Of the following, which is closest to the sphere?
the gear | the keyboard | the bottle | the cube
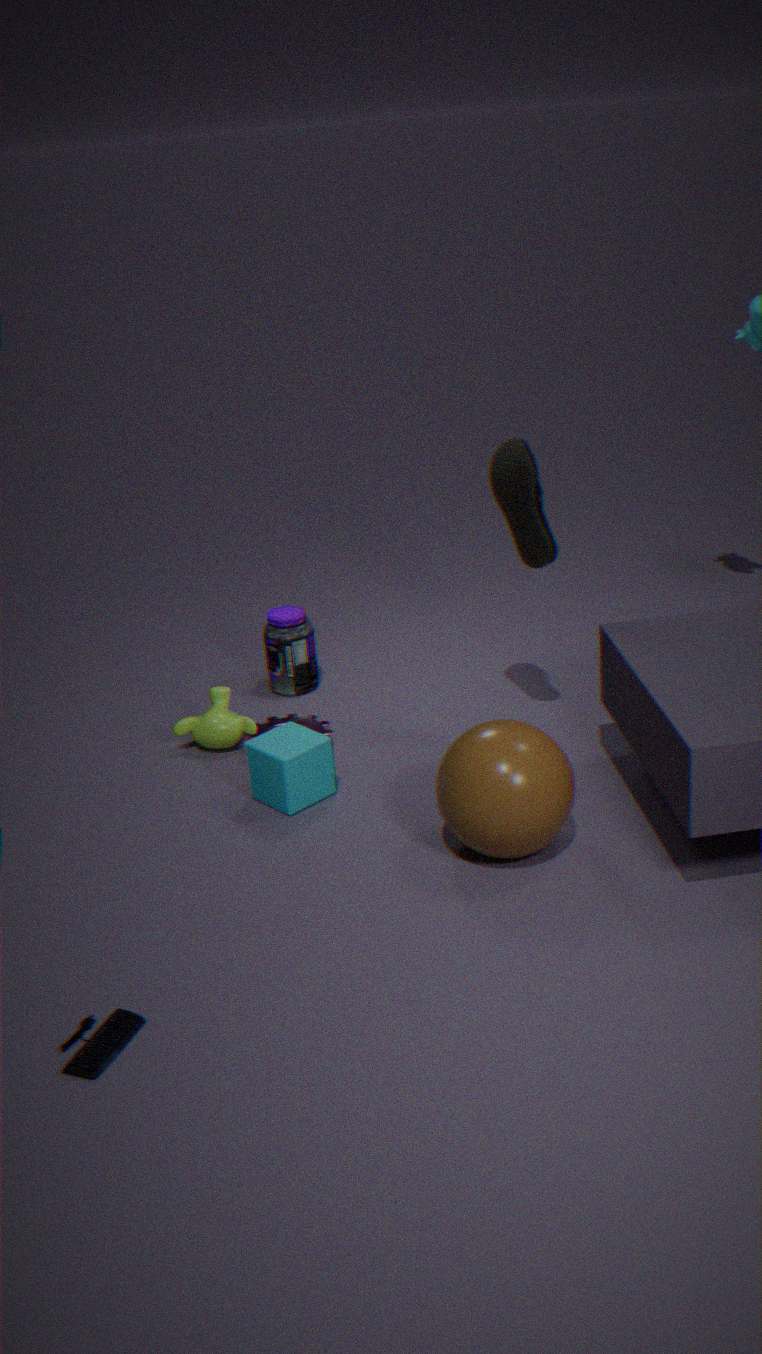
the cube
